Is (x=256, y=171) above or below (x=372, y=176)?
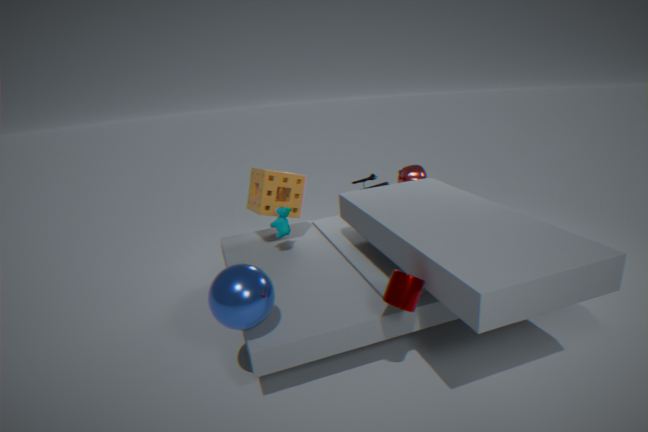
above
